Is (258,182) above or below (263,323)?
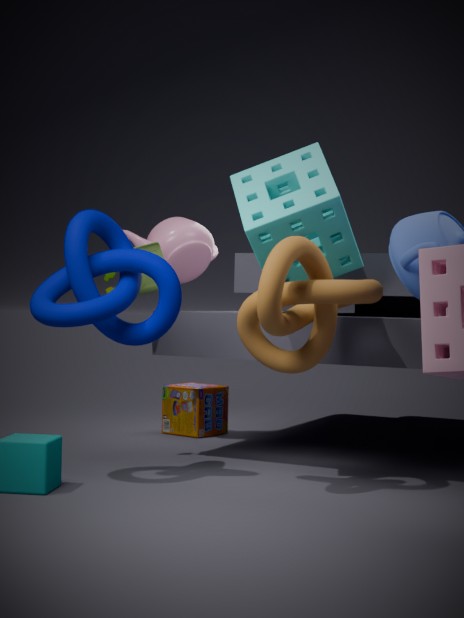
above
